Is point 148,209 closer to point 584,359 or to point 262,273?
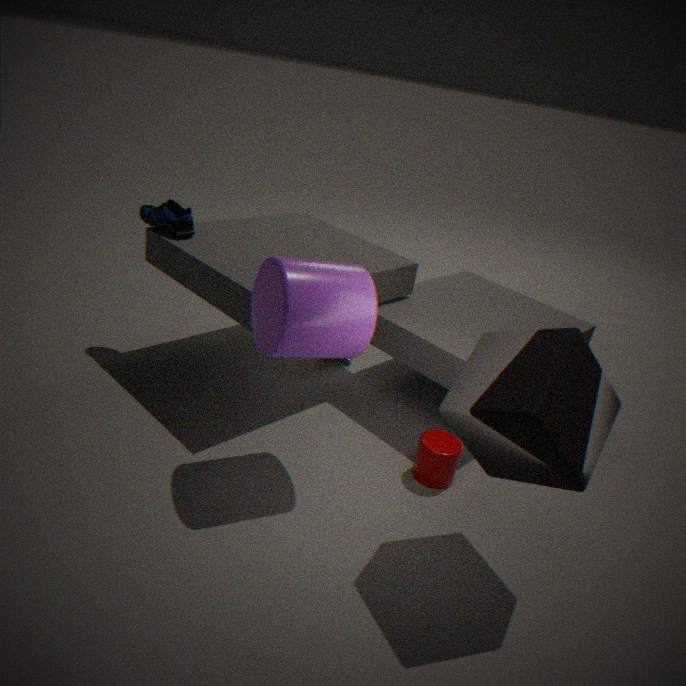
point 262,273
